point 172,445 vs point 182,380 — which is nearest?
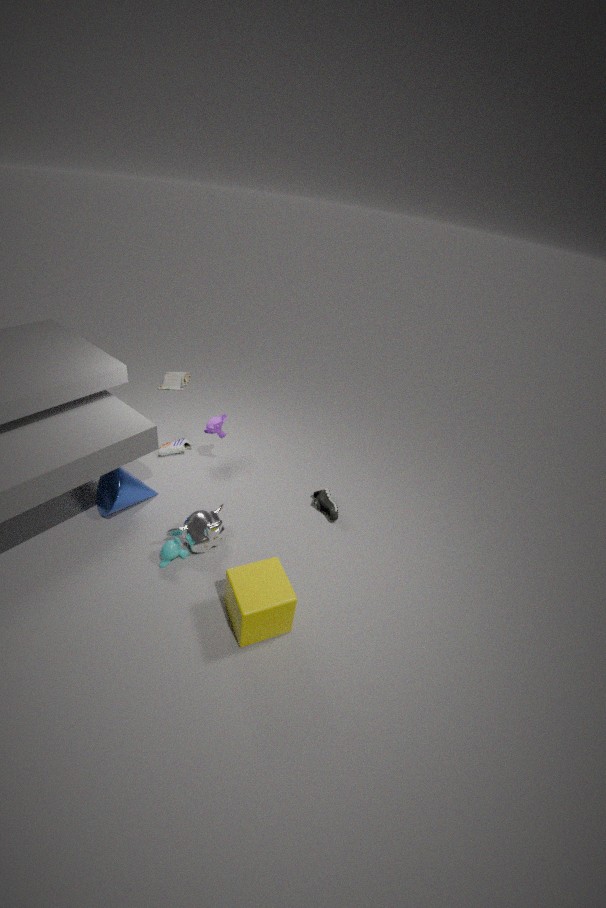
point 172,445
